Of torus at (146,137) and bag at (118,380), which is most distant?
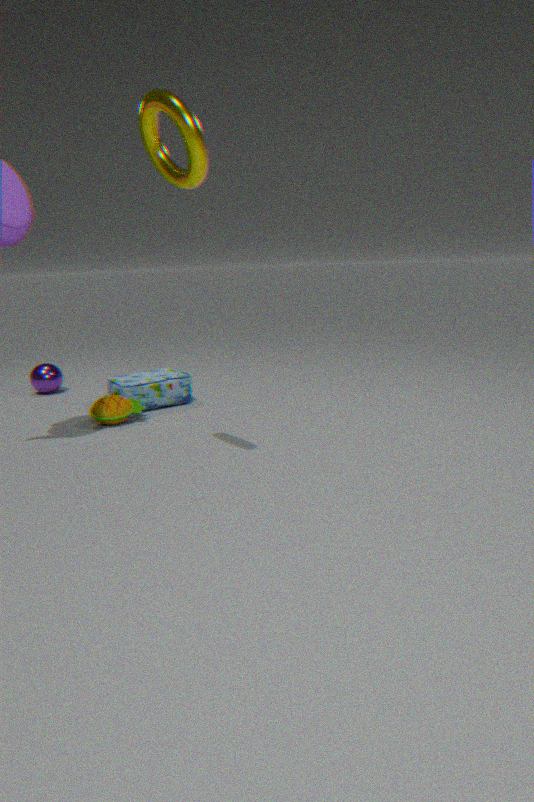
bag at (118,380)
